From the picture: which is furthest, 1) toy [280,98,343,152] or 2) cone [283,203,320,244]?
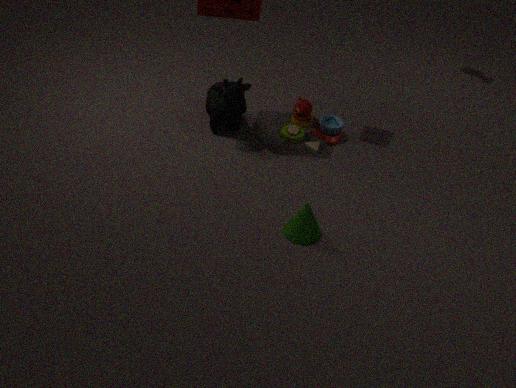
1. toy [280,98,343,152]
